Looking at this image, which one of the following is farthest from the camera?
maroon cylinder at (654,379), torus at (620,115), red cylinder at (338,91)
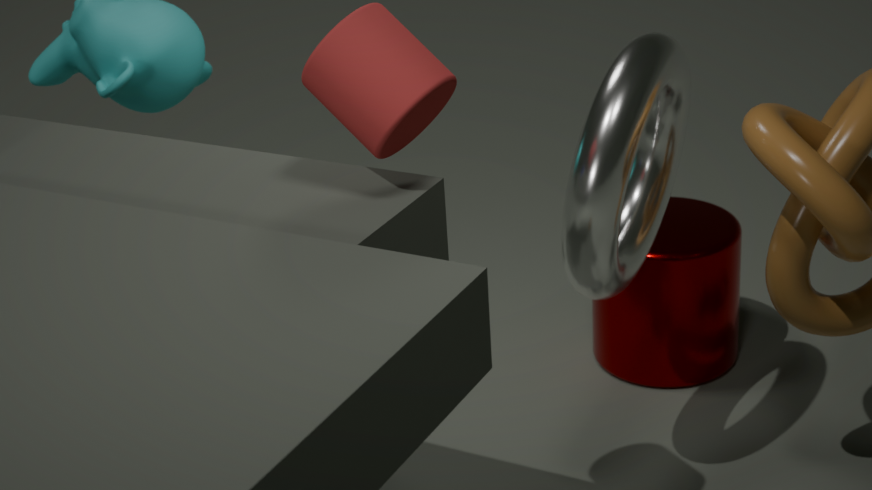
maroon cylinder at (654,379)
